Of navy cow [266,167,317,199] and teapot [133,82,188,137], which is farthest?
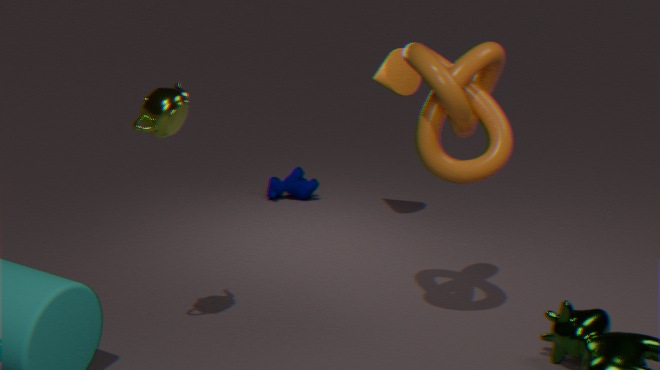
navy cow [266,167,317,199]
